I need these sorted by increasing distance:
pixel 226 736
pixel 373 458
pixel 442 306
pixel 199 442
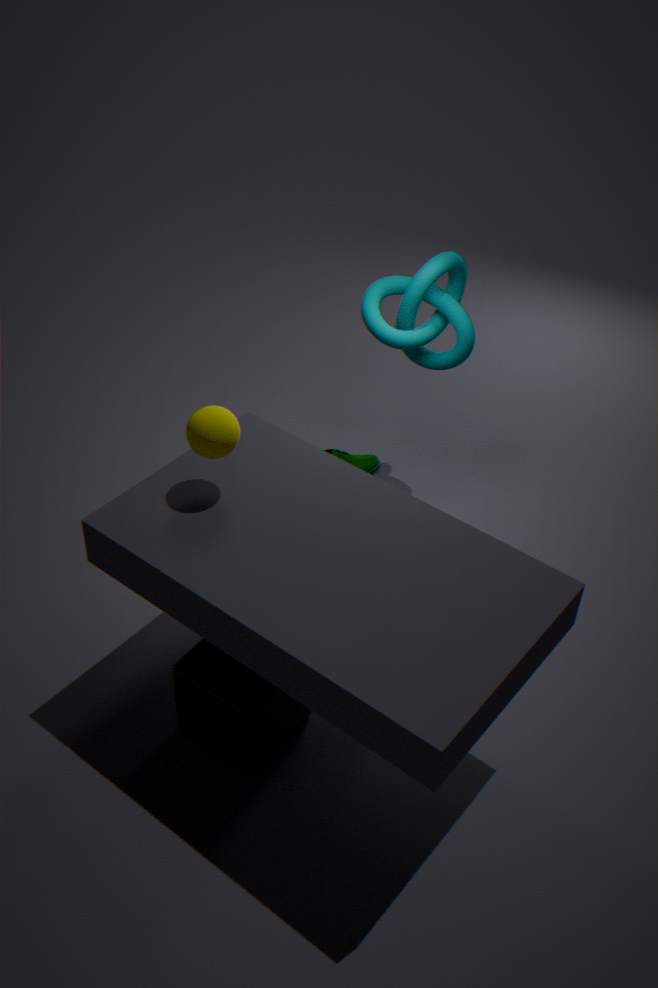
pixel 199 442
pixel 226 736
pixel 442 306
pixel 373 458
